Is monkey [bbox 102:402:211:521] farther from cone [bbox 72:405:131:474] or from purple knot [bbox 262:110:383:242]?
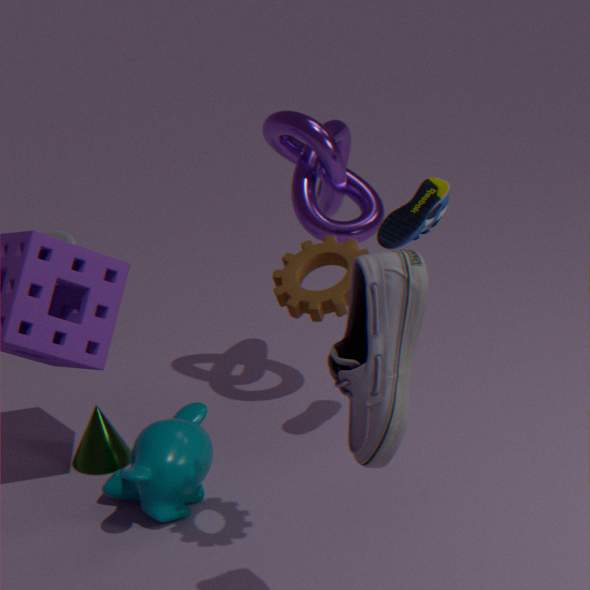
purple knot [bbox 262:110:383:242]
